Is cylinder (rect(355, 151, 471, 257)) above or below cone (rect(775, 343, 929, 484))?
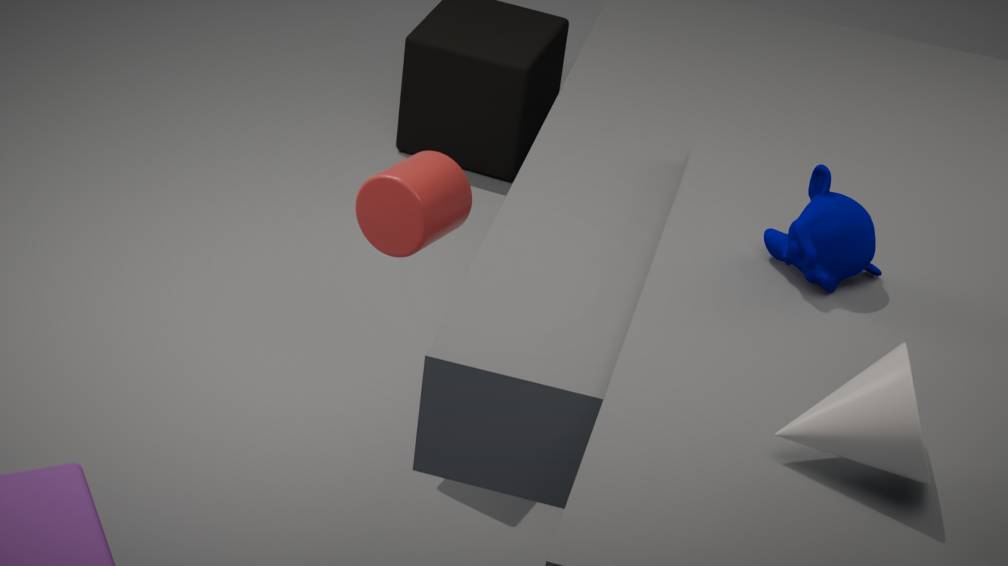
below
